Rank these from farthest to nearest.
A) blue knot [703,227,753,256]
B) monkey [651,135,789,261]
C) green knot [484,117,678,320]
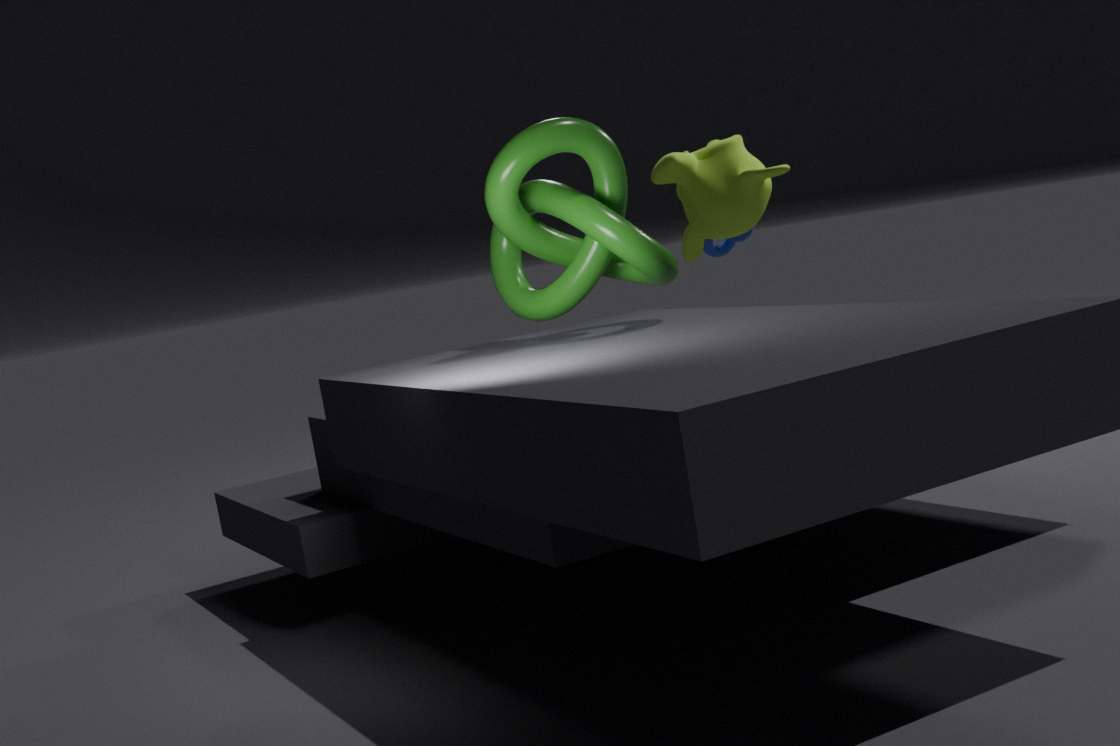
blue knot [703,227,753,256] → monkey [651,135,789,261] → green knot [484,117,678,320]
